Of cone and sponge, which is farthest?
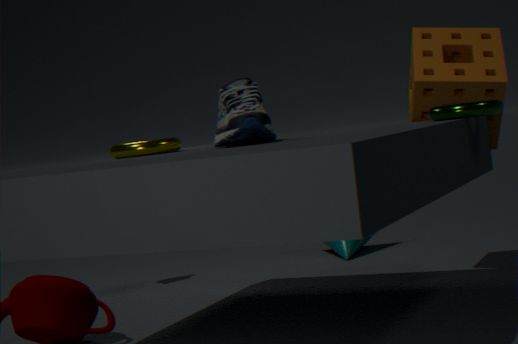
cone
